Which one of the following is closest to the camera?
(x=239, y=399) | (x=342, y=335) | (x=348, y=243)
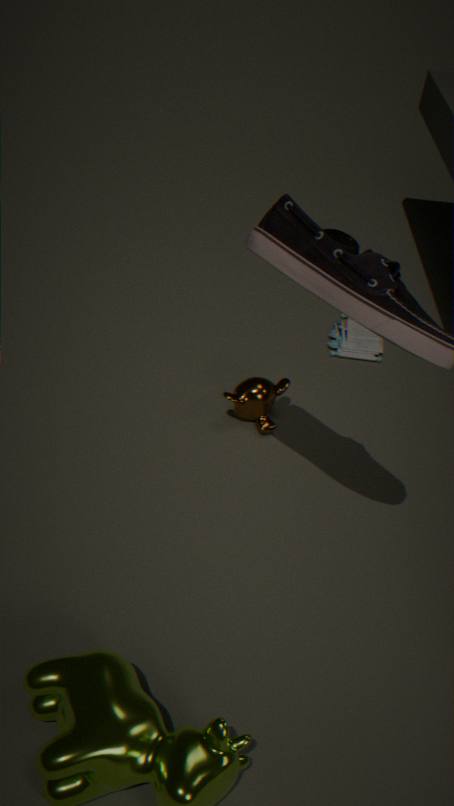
(x=239, y=399)
